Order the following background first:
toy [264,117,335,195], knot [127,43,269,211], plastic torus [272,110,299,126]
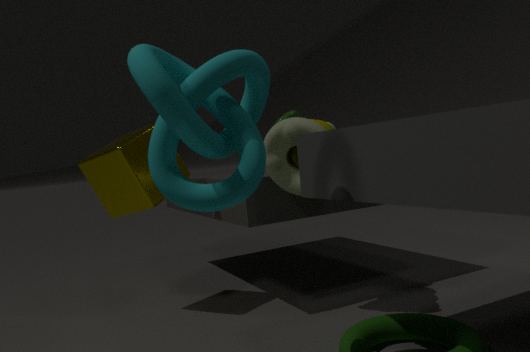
plastic torus [272,110,299,126], toy [264,117,335,195], knot [127,43,269,211]
